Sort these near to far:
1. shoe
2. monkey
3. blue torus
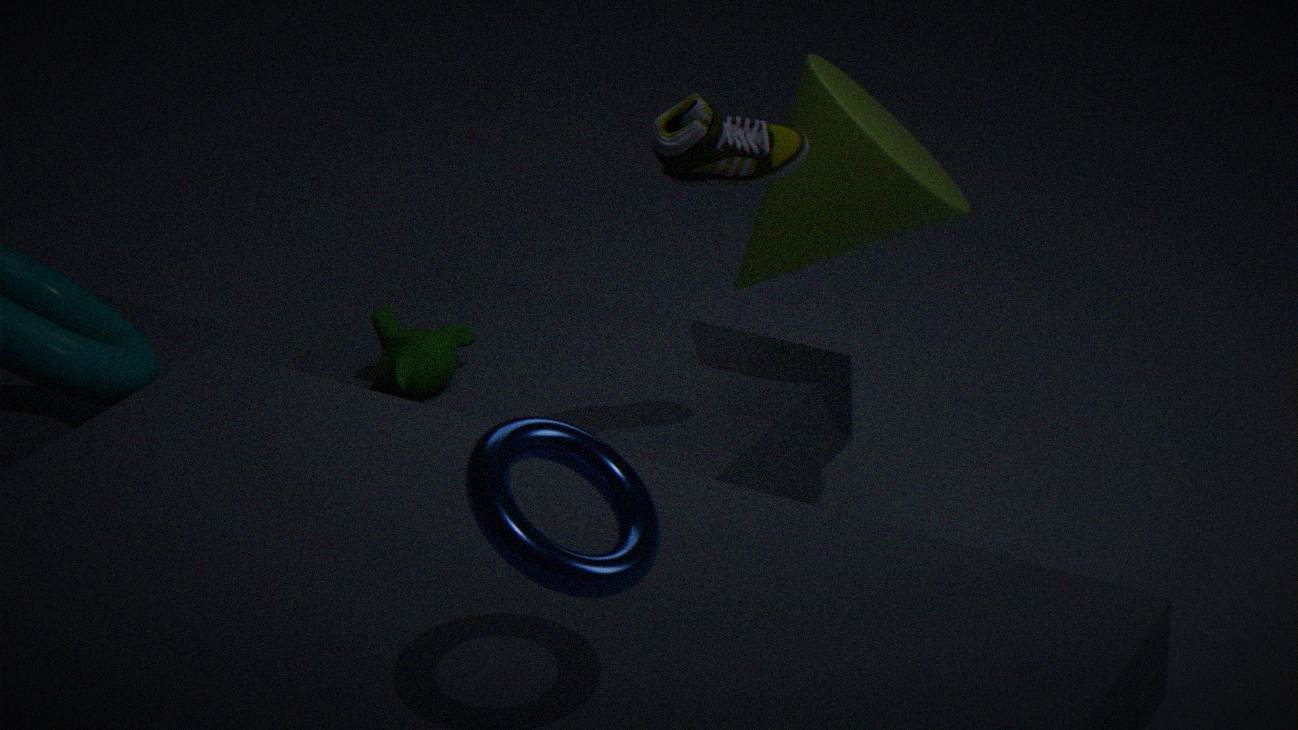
blue torus
shoe
monkey
